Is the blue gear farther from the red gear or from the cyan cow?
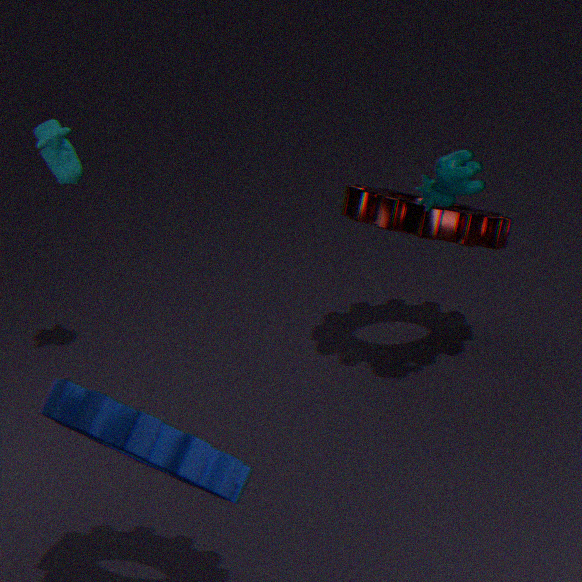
the cyan cow
